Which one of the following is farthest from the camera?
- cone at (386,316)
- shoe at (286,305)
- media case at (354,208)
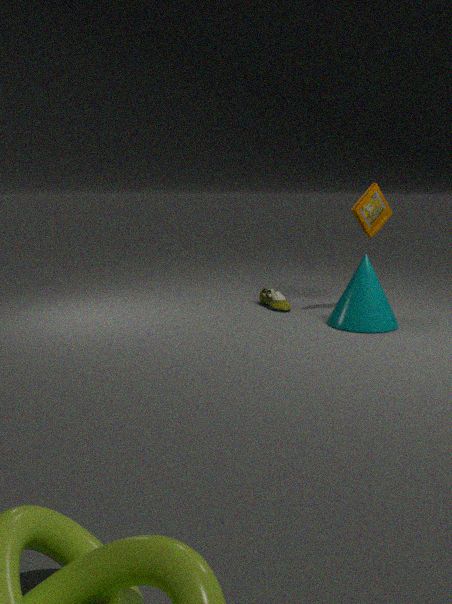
shoe at (286,305)
